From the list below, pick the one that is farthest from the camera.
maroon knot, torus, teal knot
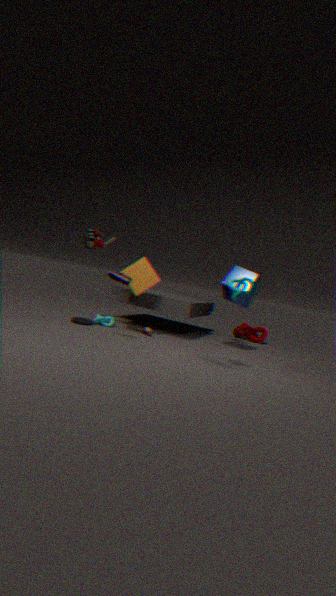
maroon knot
